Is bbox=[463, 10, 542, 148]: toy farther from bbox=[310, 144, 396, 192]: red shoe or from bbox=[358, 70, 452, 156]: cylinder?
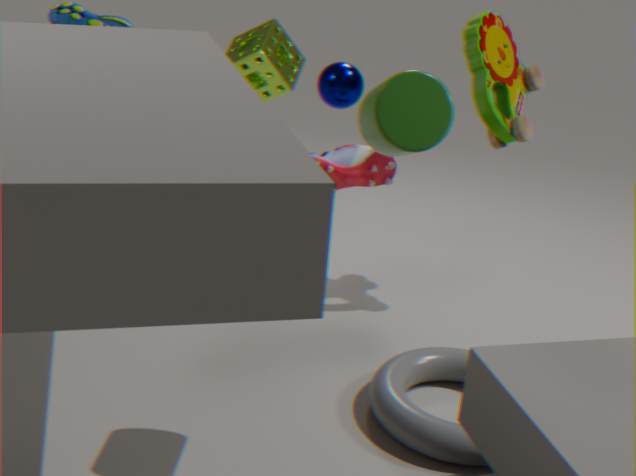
bbox=[358, 70, 452, 156]: cylinder
